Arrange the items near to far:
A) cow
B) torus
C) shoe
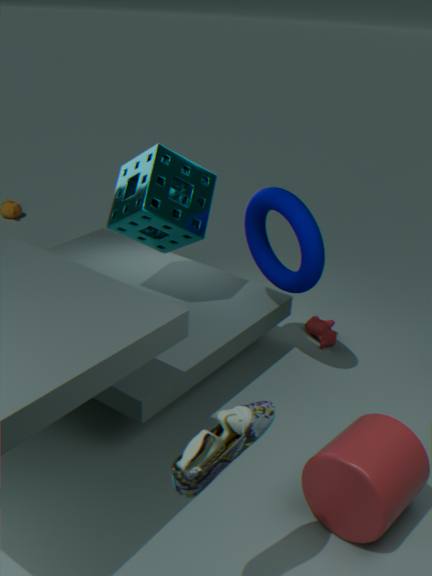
shoe → torus → cow
